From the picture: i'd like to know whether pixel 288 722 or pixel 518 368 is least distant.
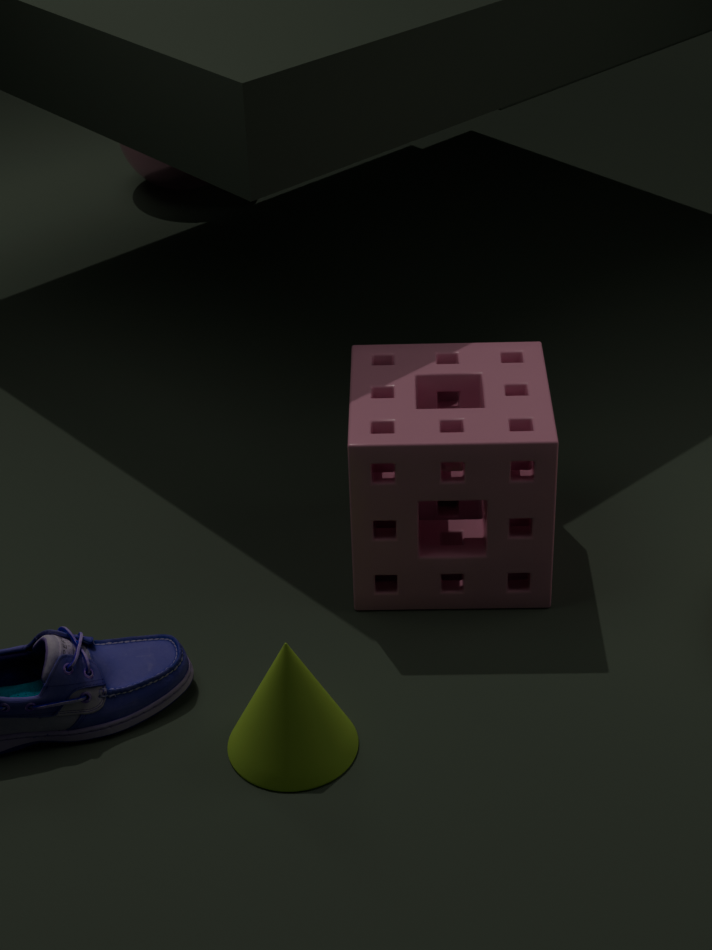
pixel 288 722
